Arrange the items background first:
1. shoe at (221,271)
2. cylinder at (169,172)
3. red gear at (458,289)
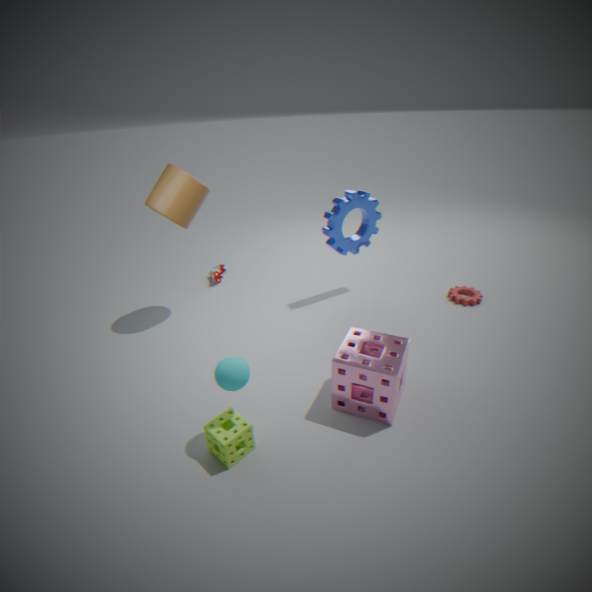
shoe at (221,271)
red gear at (458,289)
cylinder at (169,172)
